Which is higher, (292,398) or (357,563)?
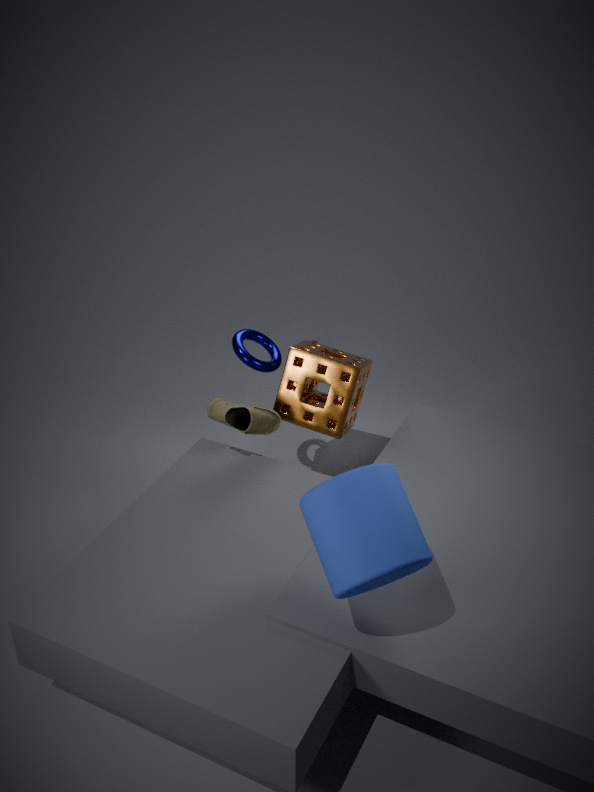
(357,563)
